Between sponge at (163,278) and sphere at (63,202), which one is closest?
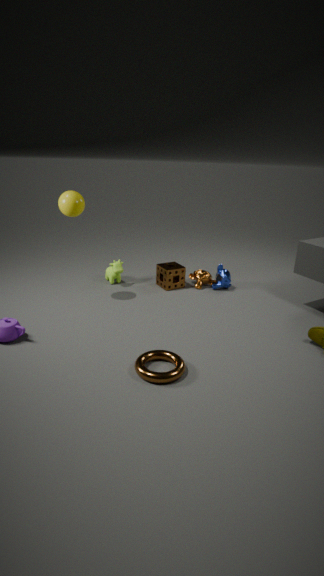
sphere at (63,202)
